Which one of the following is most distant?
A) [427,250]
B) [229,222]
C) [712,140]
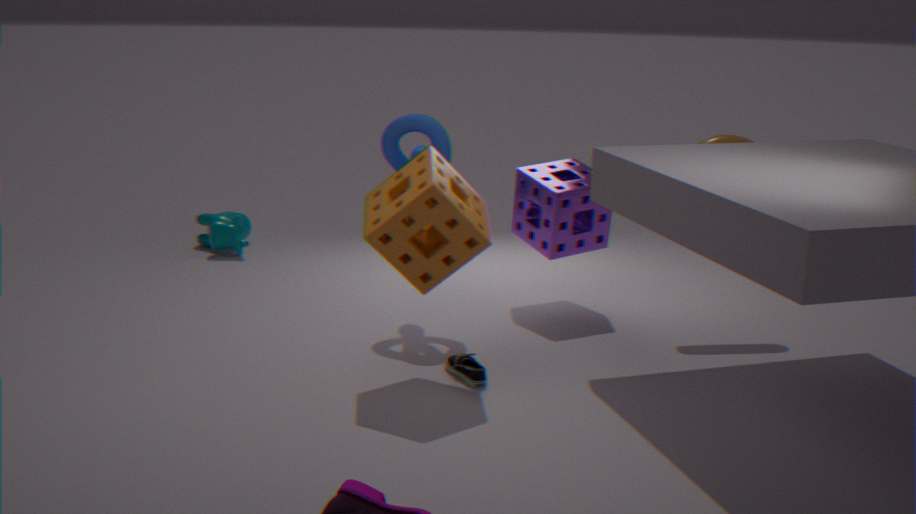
B. [229,222]
